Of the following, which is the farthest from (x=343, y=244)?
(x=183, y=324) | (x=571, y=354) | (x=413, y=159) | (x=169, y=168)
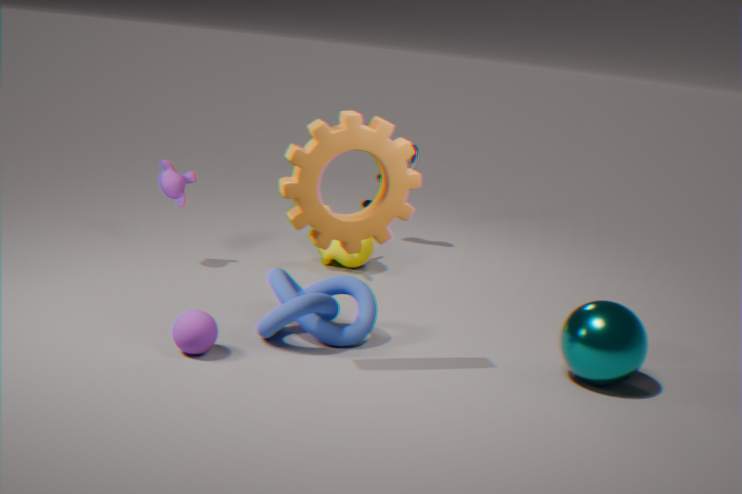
(x=413, y=159)
